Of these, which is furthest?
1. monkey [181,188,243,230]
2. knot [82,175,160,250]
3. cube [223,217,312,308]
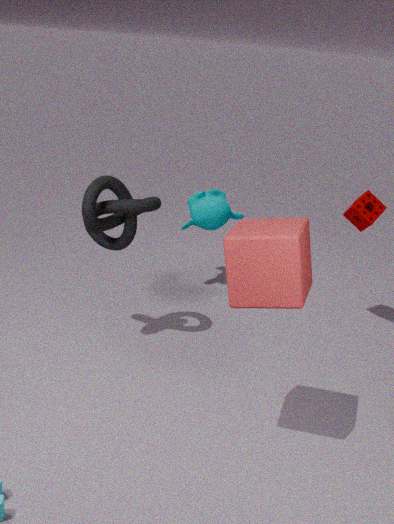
monkey [181,188,243,230]
